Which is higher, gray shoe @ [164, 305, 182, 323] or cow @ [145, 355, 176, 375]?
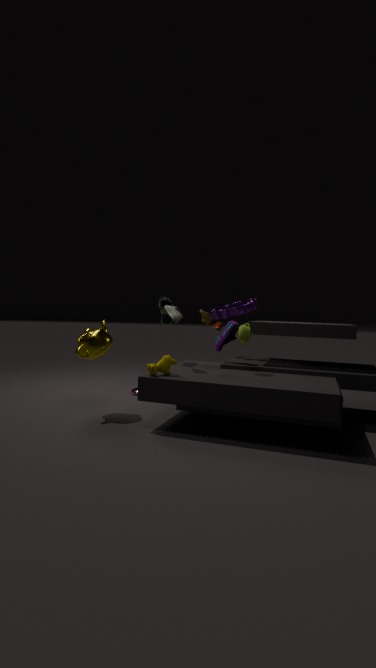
gray shoe @ [164, 305, 182, 323]
